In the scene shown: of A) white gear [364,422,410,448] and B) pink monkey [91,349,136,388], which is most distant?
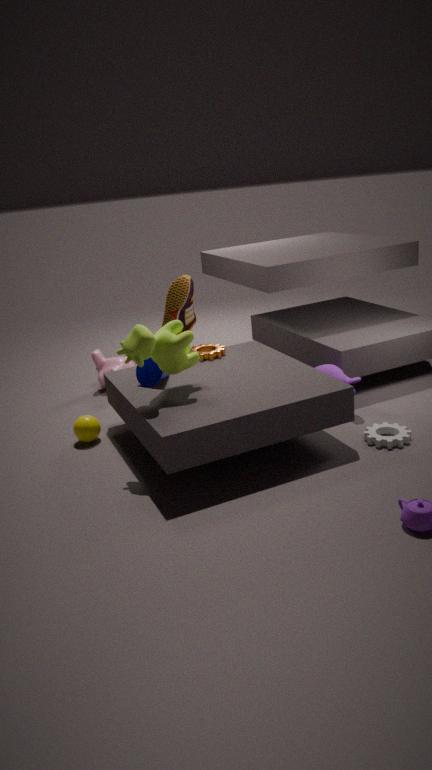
B. pink monkey [91,349,136,388]
